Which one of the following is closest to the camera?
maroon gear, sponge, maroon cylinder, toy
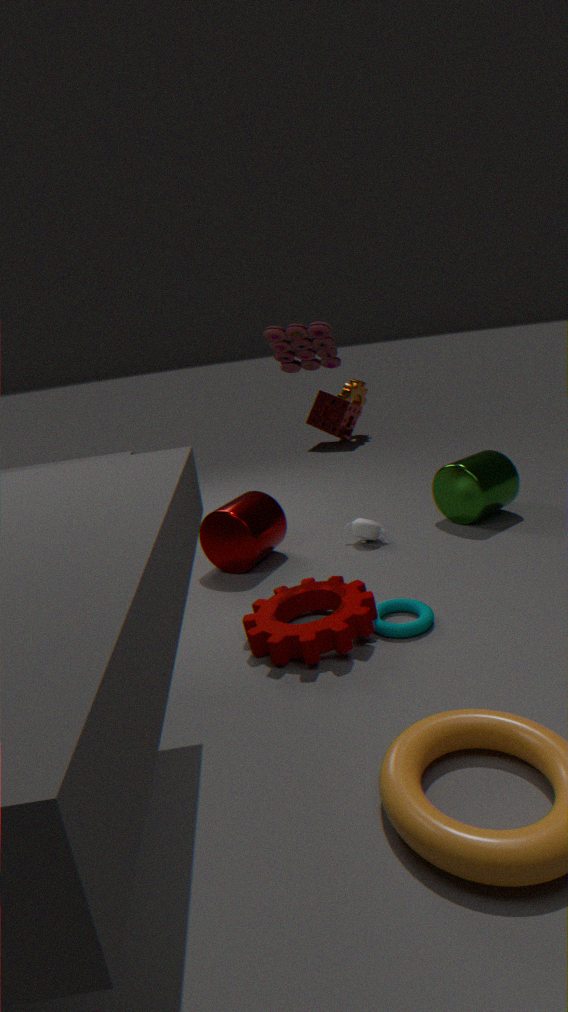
maroon gear
